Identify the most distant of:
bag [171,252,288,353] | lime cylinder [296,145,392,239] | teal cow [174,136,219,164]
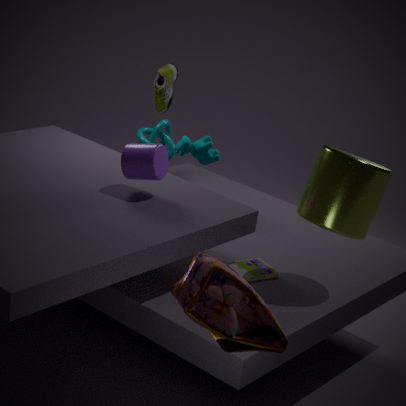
teal cow [174,136,219,164]
